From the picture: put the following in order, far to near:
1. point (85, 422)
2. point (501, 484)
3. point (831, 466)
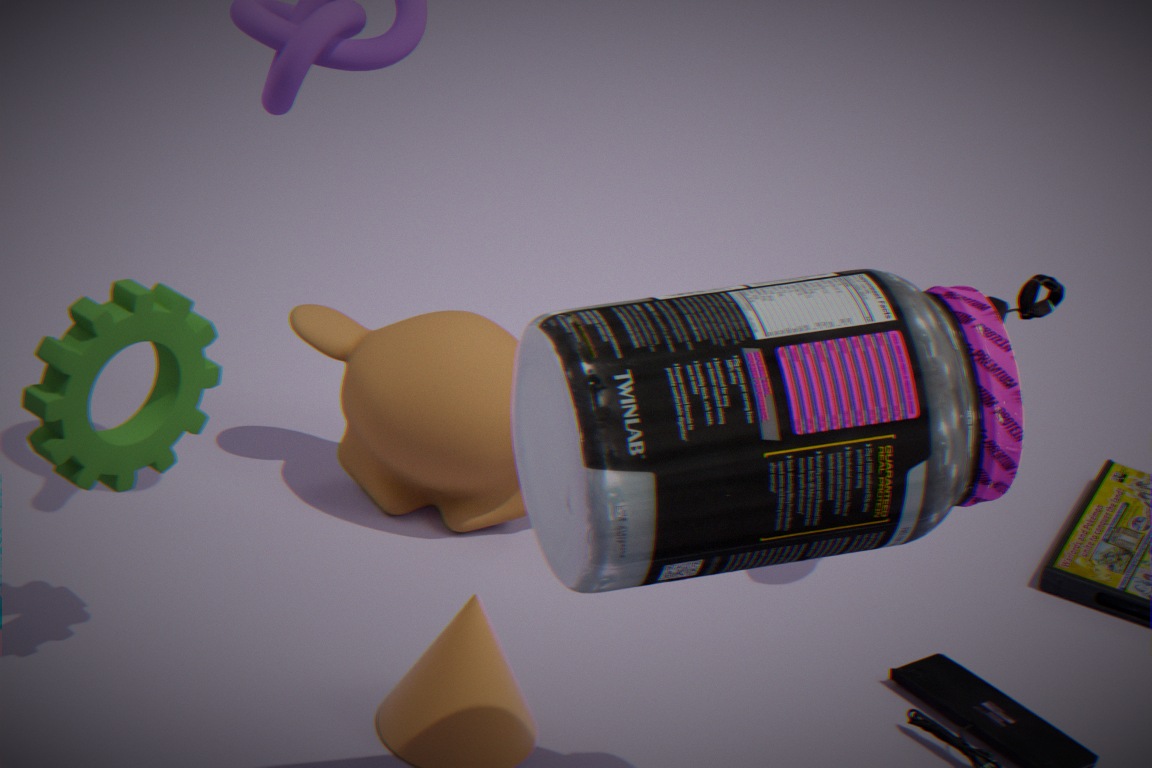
point (501, 484)
point (85, 422)
point (831, 466)
